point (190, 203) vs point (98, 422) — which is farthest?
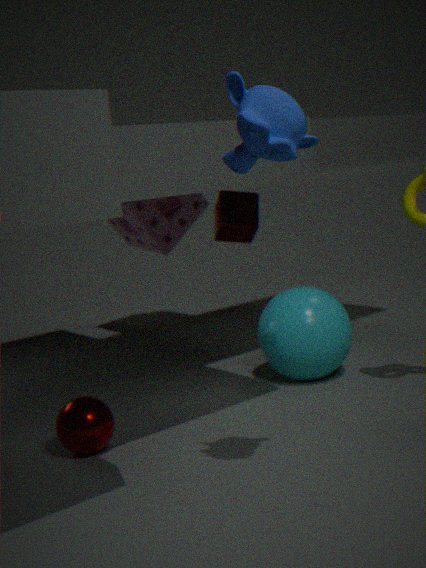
point (190, 203)
